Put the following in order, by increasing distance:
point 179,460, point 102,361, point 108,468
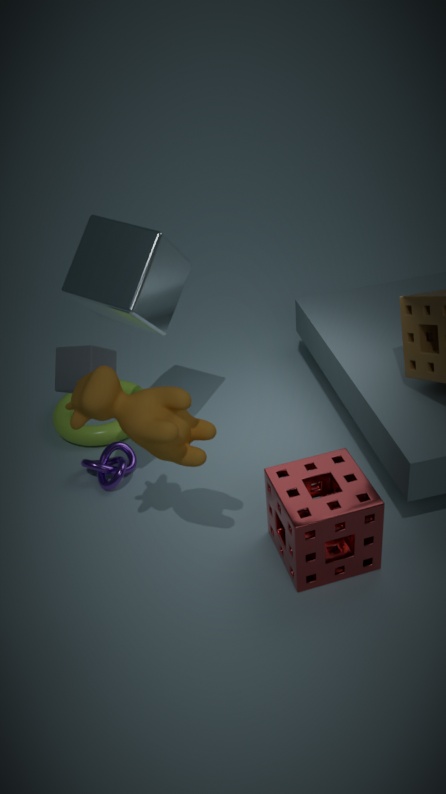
point 179,460 < point 102,361 < point 108,468
